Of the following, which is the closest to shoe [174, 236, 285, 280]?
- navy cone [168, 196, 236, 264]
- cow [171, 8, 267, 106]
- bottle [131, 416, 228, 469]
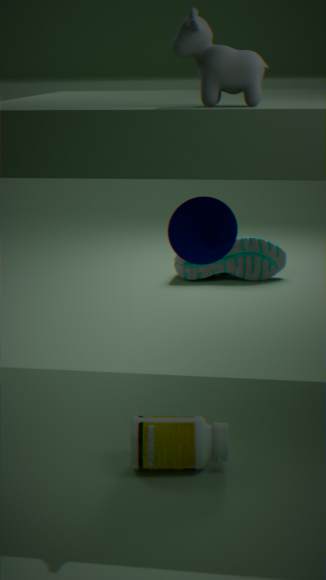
navy cone [168, 196, 236, 264]
